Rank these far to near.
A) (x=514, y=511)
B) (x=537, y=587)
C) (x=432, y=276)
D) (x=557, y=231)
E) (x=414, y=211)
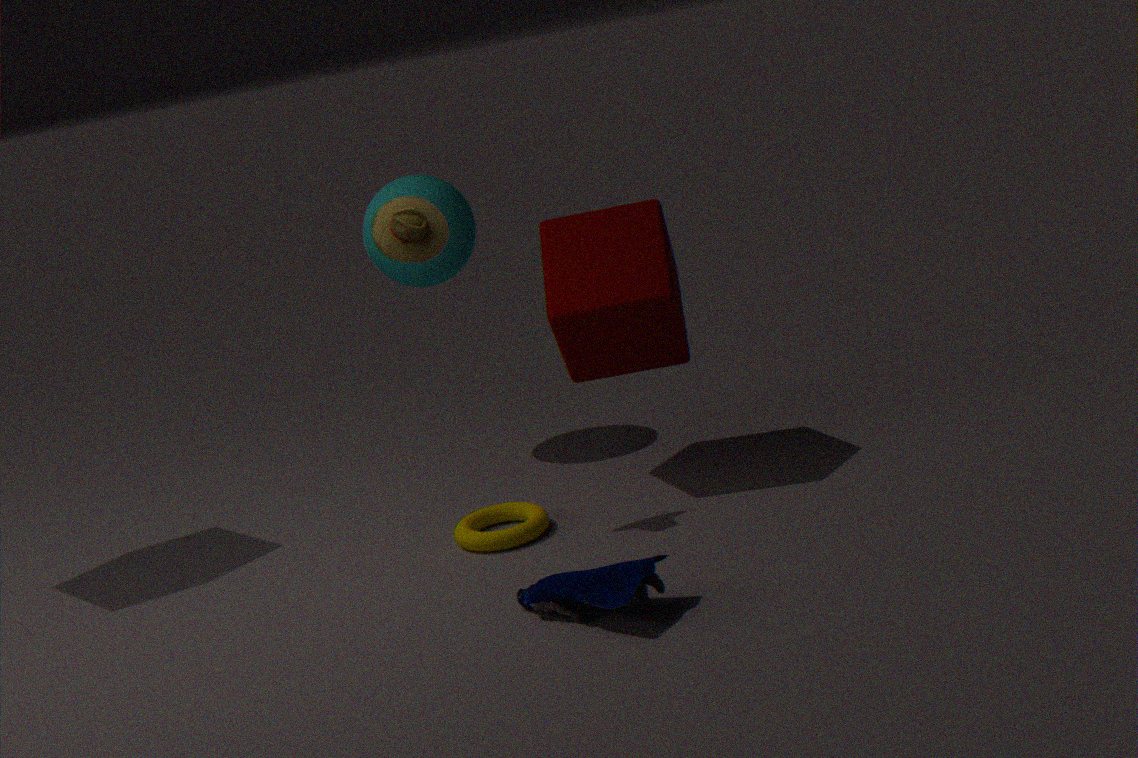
Answer: (x=432, y=276) → (x=557, y=231) → (x=514, y=511) → (x=414, y=211) → (x=537, y=587)
